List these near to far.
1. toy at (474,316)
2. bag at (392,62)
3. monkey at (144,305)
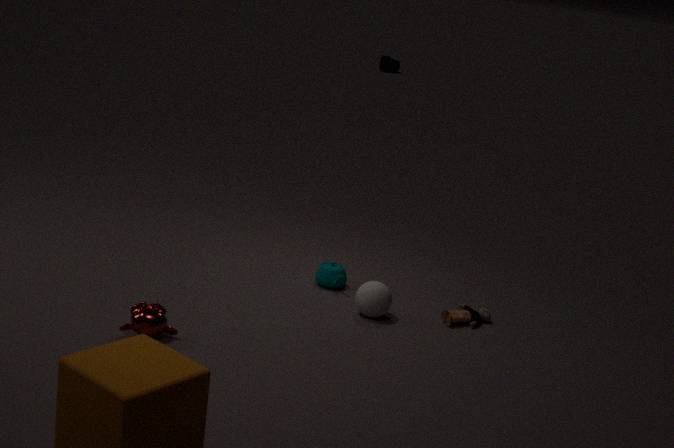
monkey at (144,305) < toy at (474,316) < bag at (392,62)
